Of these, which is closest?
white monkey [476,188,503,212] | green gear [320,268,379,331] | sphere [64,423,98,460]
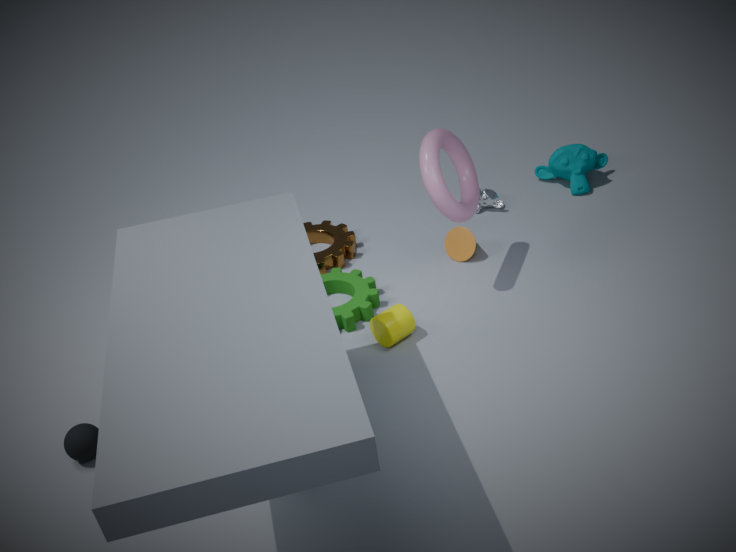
sphere [64,423,98,460]
